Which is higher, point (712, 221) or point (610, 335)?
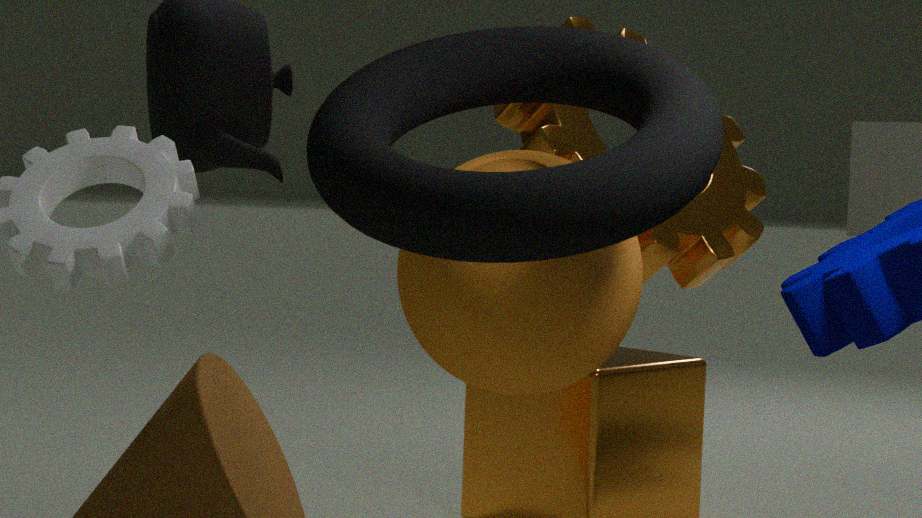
point (712, 221)
